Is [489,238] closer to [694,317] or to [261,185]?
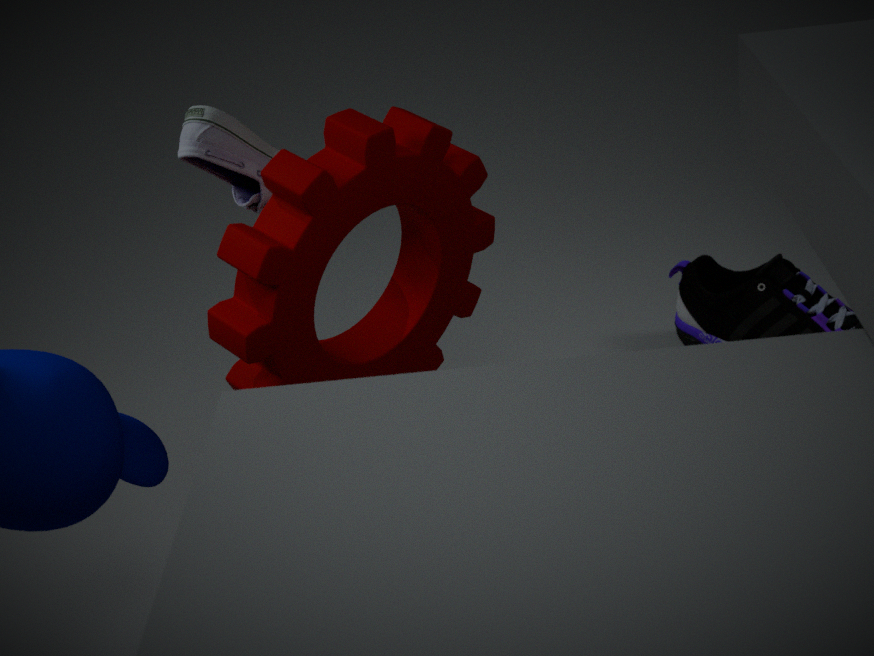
[261,185]
